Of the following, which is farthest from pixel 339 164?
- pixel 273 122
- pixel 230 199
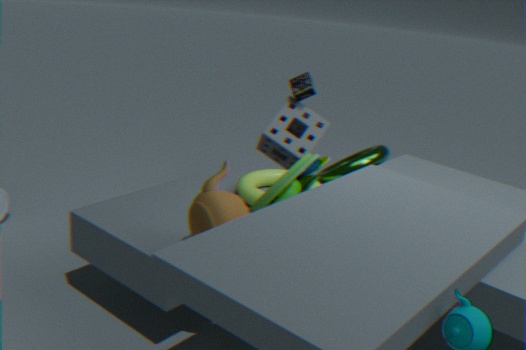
pixel 230 199
